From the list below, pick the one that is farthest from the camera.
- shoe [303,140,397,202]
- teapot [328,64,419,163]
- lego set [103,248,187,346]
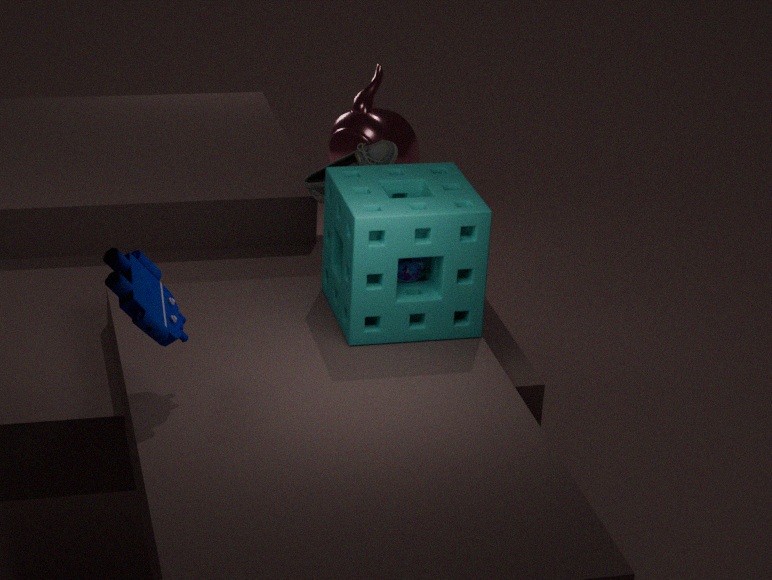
teapot [328,64,419,163]
